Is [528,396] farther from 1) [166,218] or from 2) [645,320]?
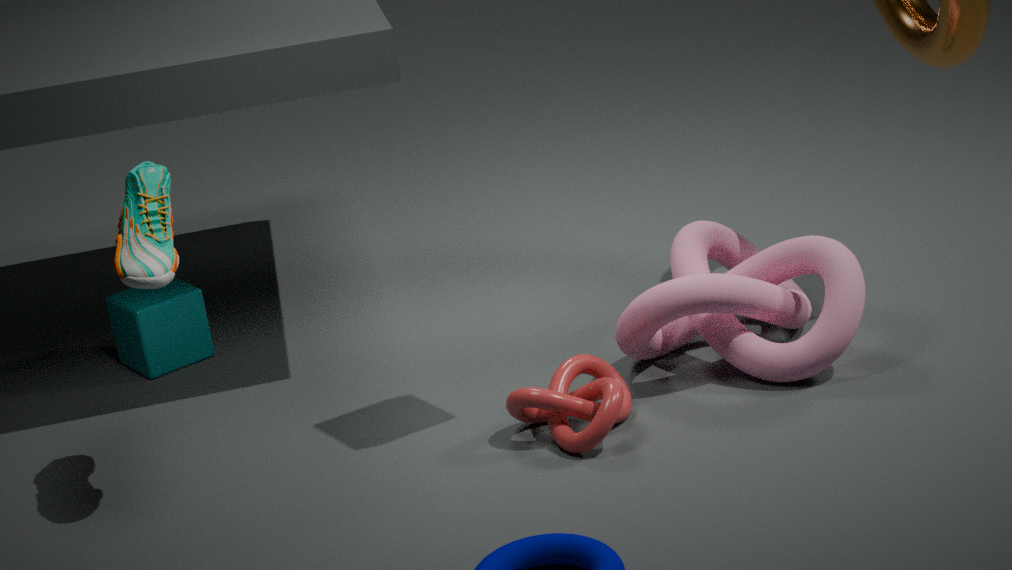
1) [166,218]
